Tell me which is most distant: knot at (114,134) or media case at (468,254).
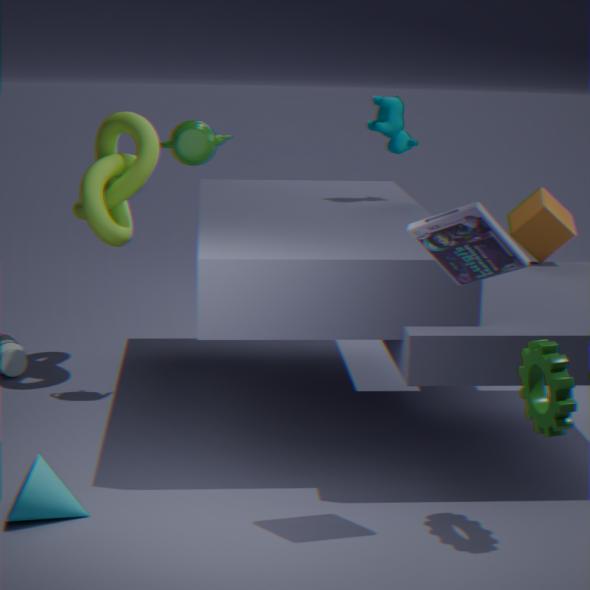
knot at (114,134)
